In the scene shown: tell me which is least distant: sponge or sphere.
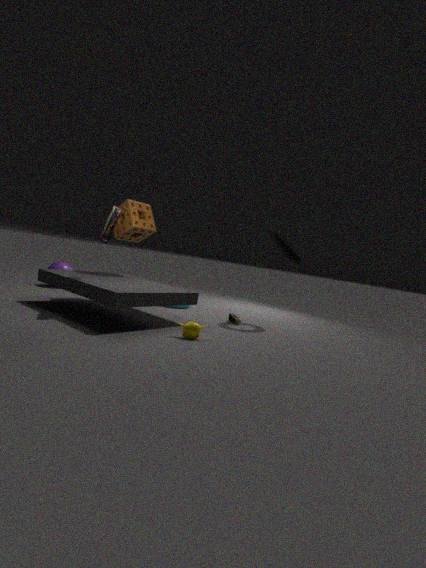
sponge
